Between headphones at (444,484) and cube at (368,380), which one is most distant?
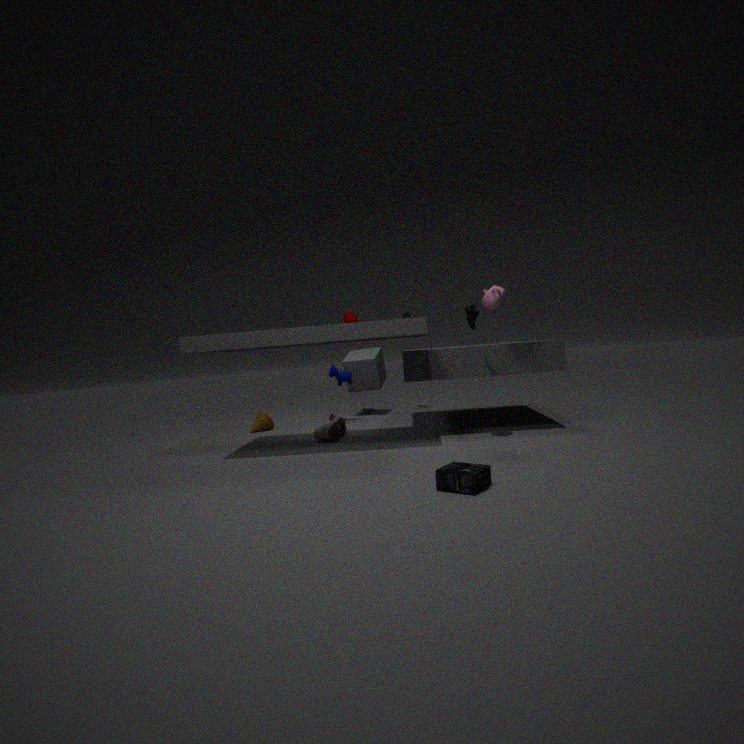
cube at (368,380)
